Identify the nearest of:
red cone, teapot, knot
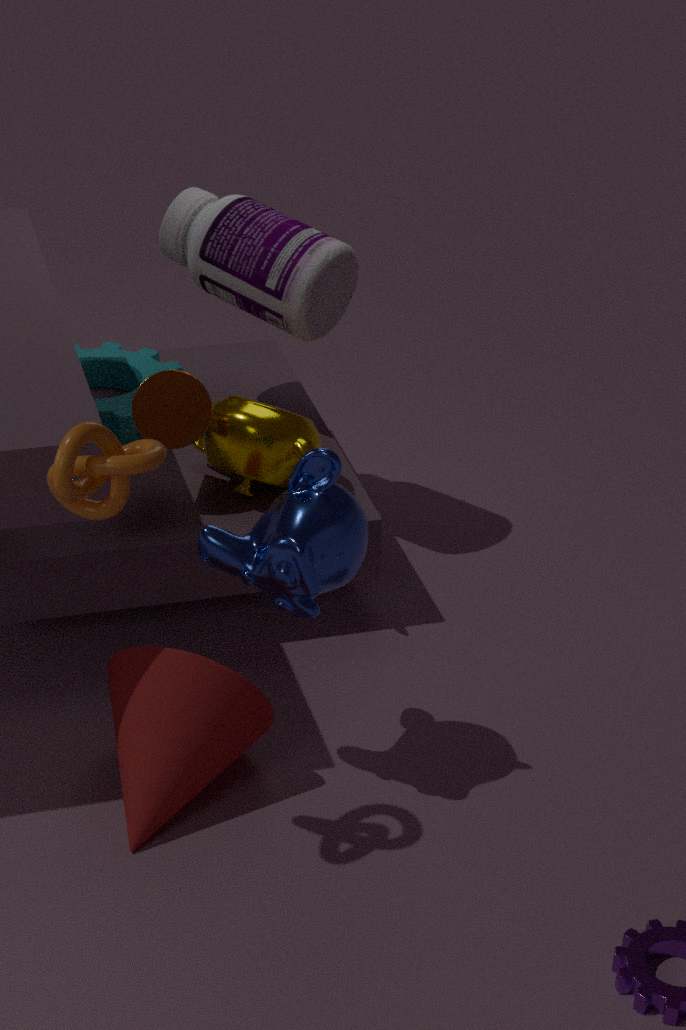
knot
